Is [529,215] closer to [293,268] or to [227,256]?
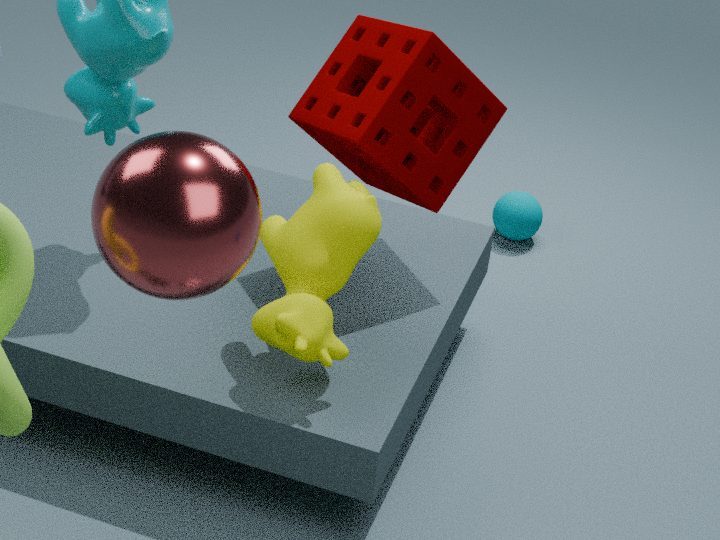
[293,268]
